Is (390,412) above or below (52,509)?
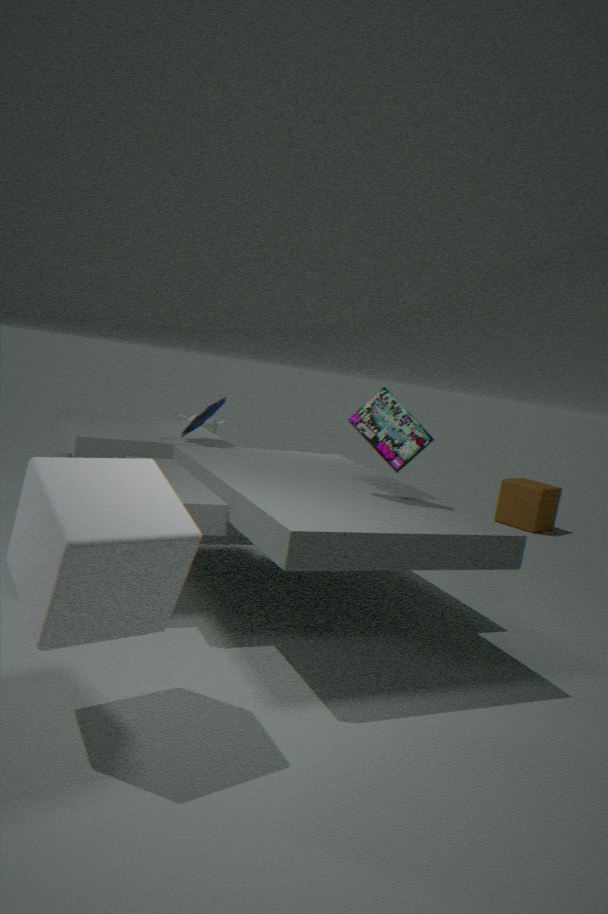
above
